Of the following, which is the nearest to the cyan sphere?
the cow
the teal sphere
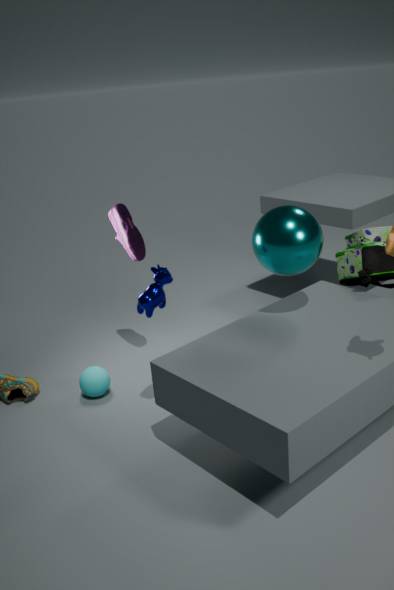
the cow
